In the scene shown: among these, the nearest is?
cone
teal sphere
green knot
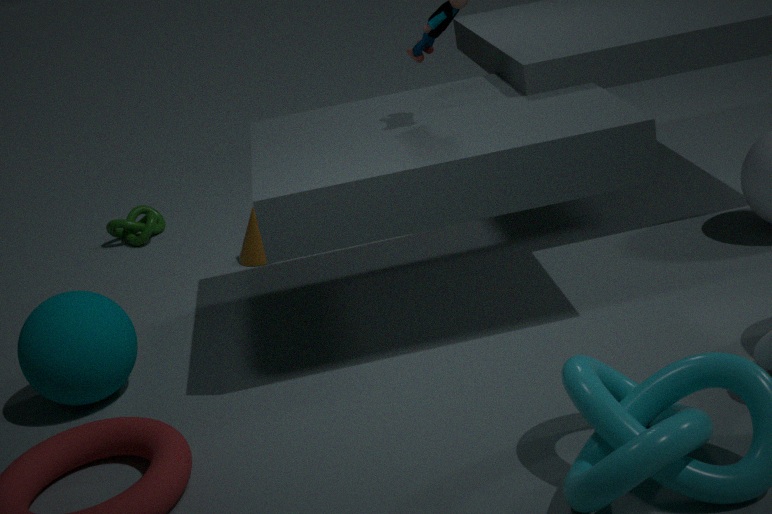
teal sphere
